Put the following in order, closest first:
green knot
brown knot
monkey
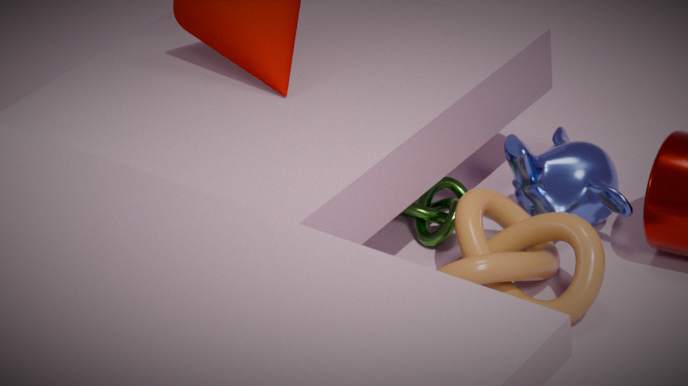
brown knot
monkey
green knot
